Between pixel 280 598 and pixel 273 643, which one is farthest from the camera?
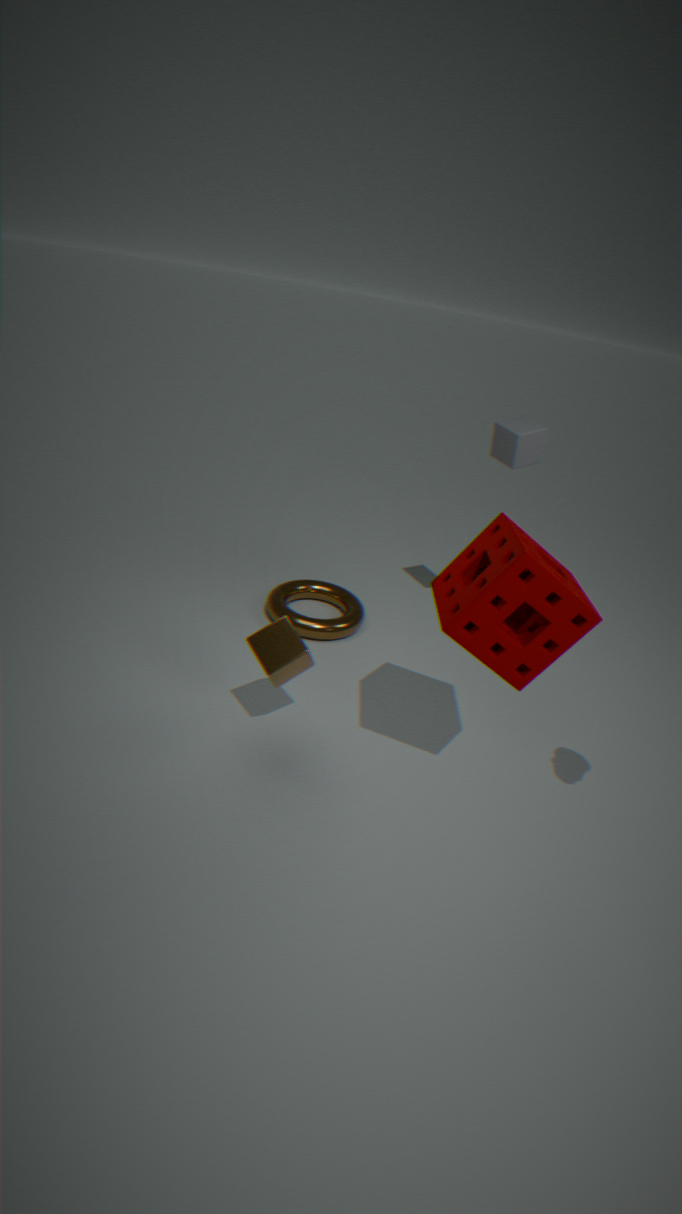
pixel 280 598
